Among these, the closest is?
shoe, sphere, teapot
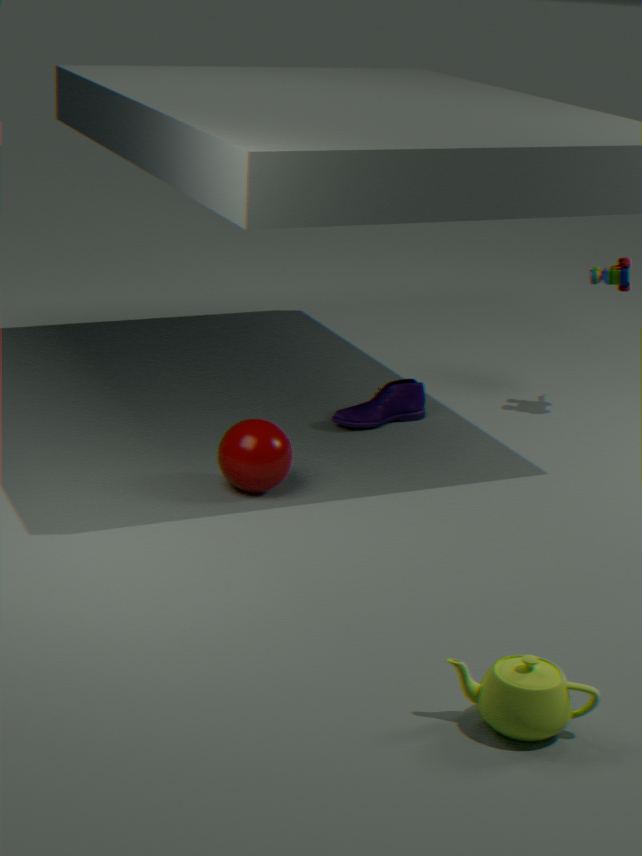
teapot
